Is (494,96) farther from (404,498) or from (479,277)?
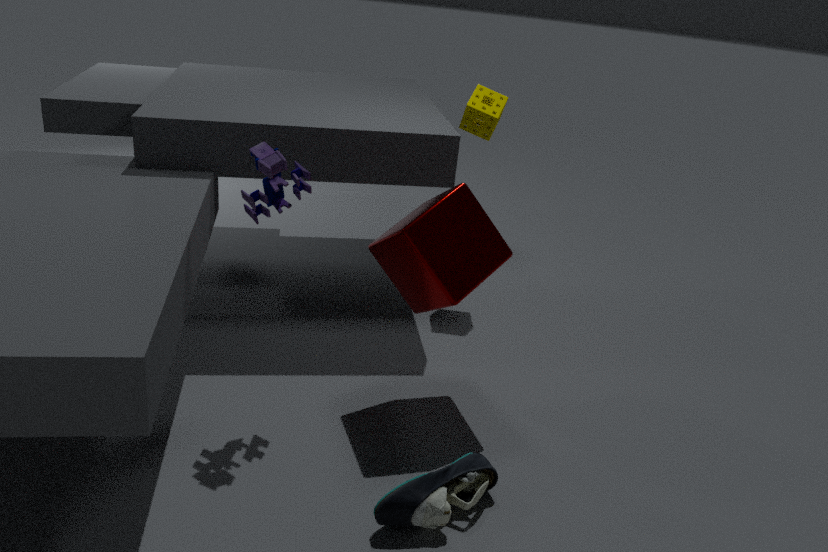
(404,498)
